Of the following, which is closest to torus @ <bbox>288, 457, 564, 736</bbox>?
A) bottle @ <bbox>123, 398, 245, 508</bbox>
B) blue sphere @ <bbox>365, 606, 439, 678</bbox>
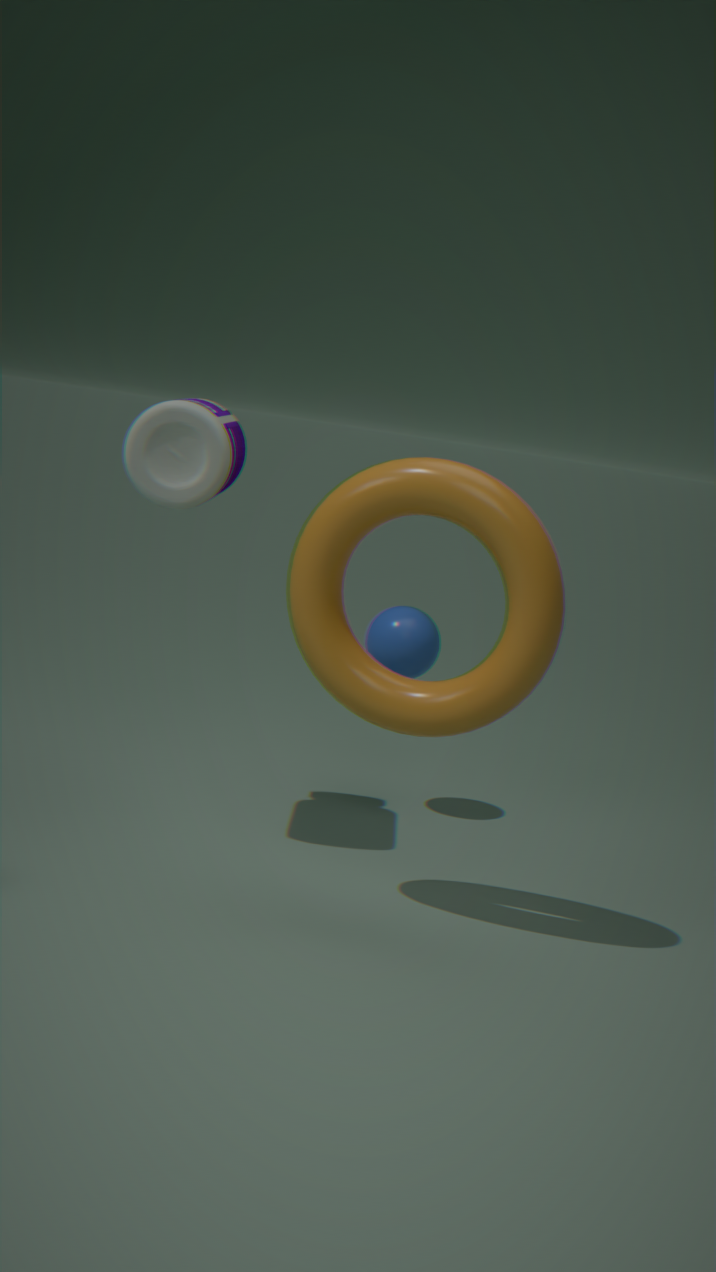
bottle @ <bbox>123, 398, 245, 508</bbox>
